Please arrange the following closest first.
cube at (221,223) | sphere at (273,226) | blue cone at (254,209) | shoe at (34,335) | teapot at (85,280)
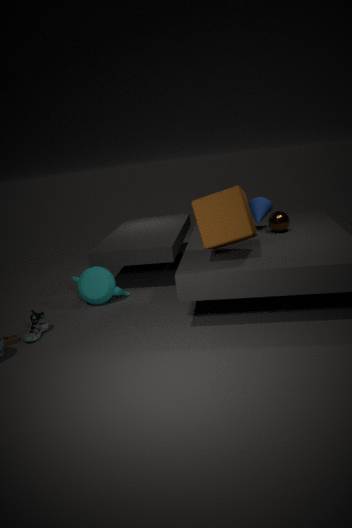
cube at (221,223) < shoe at (34,335) < sphere at (273,226) < teapot at (85,280) < blue cone at (254,209)
